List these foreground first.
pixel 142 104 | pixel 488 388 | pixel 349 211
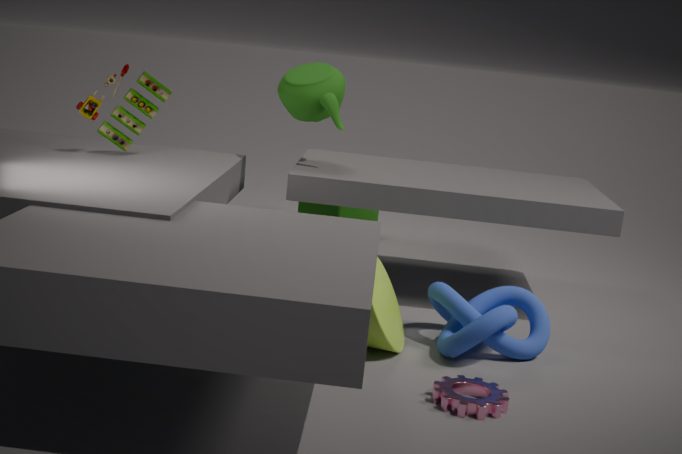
pixel 488 388 < pixel 142 104 < pixel 349 211
